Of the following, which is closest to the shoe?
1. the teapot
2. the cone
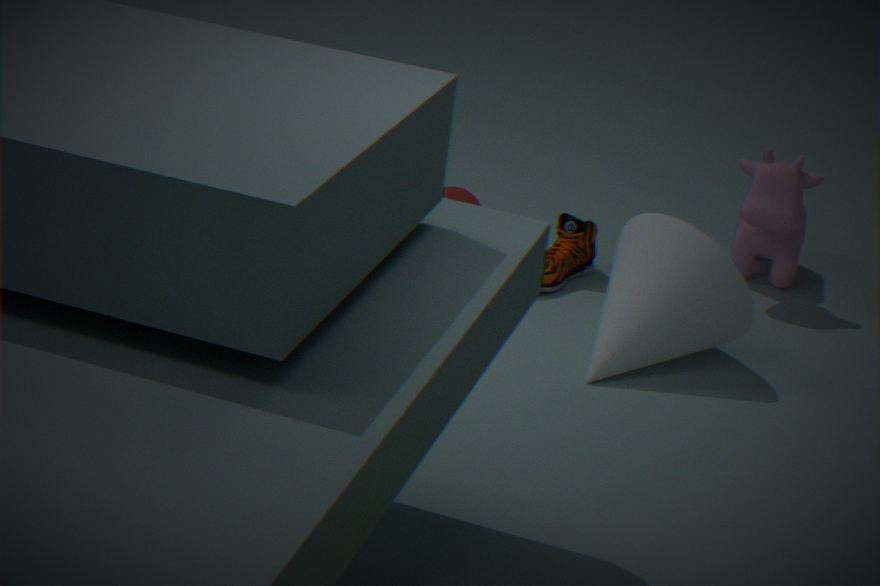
the cone
